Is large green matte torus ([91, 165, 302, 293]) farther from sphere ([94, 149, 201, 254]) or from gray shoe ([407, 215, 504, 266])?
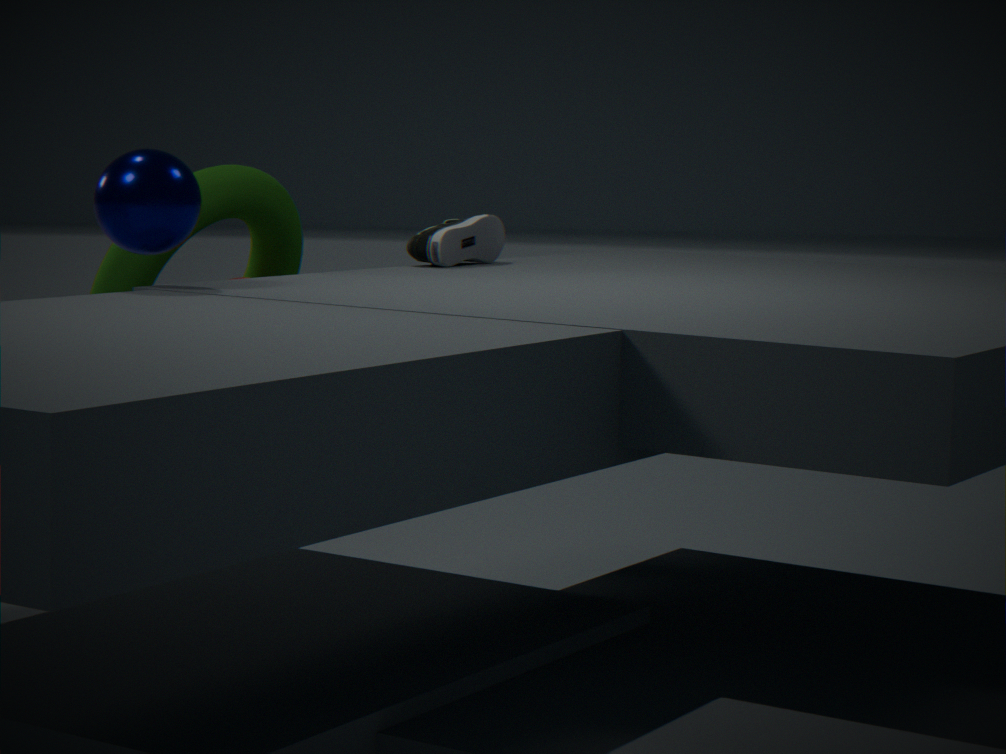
sphere ([94, 149, 201, 254])
